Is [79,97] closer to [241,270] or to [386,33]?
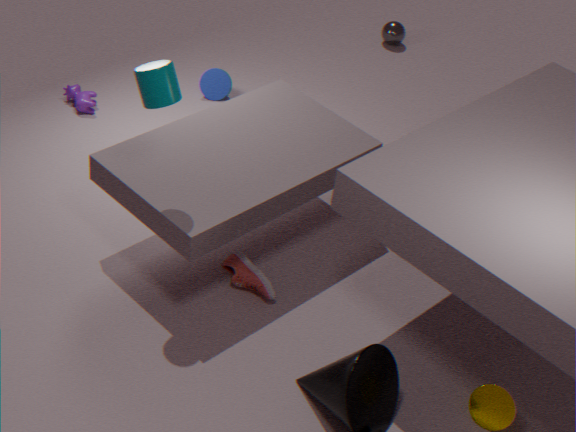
[241,270]
